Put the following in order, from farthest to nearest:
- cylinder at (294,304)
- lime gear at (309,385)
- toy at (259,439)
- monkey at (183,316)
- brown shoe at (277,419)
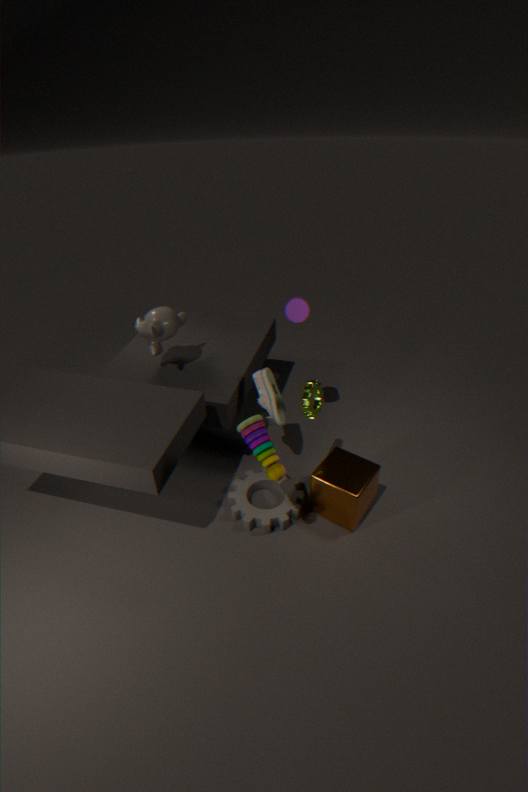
monkey at (183,316) < cylinder at (294,304) < brown shoe at (277,419) < lime gear at (309,385) < toy at (259,439)
